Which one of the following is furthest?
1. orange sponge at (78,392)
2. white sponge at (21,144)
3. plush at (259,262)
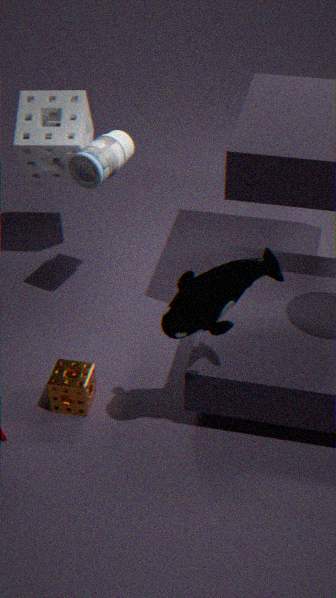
white sponge at (21,144)
